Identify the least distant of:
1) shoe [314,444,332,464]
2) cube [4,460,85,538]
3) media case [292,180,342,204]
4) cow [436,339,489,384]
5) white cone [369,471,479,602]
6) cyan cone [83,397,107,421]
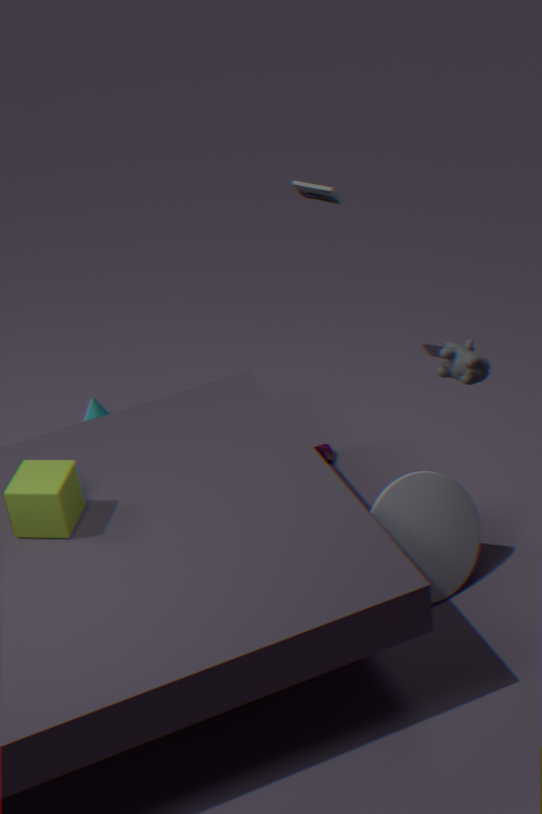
2. cube [4,460,85,538]
